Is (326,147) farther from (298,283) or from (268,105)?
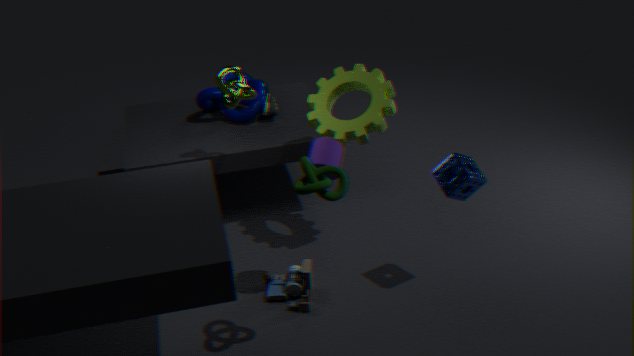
(268,105)
